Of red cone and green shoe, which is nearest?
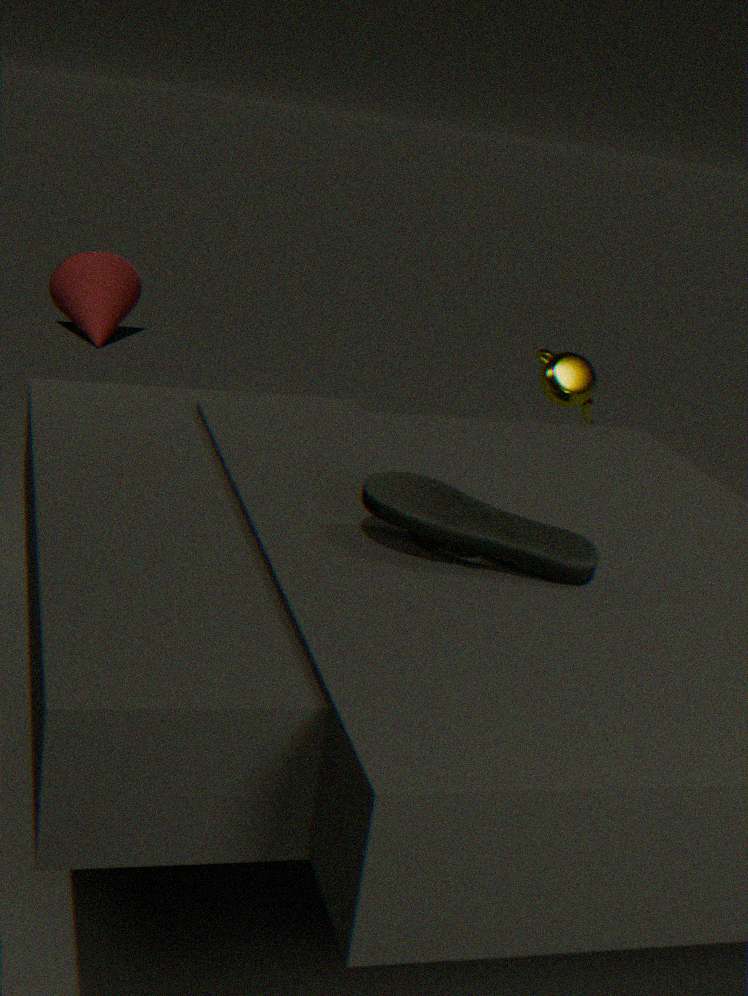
green shoe
